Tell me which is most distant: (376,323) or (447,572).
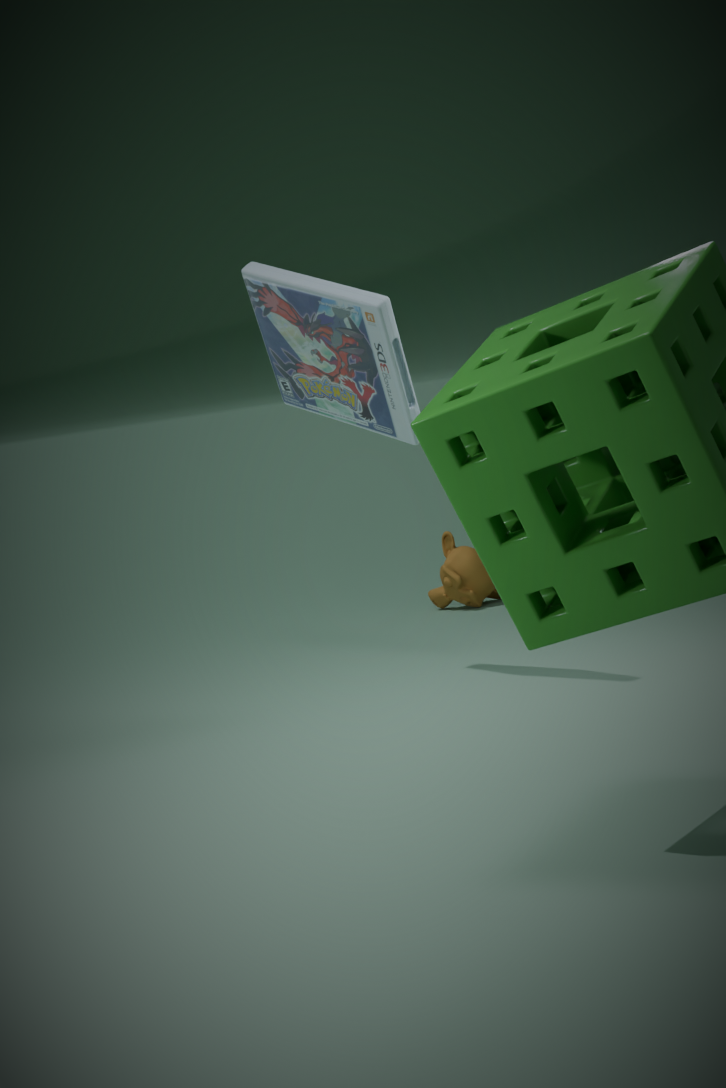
(447,572)
